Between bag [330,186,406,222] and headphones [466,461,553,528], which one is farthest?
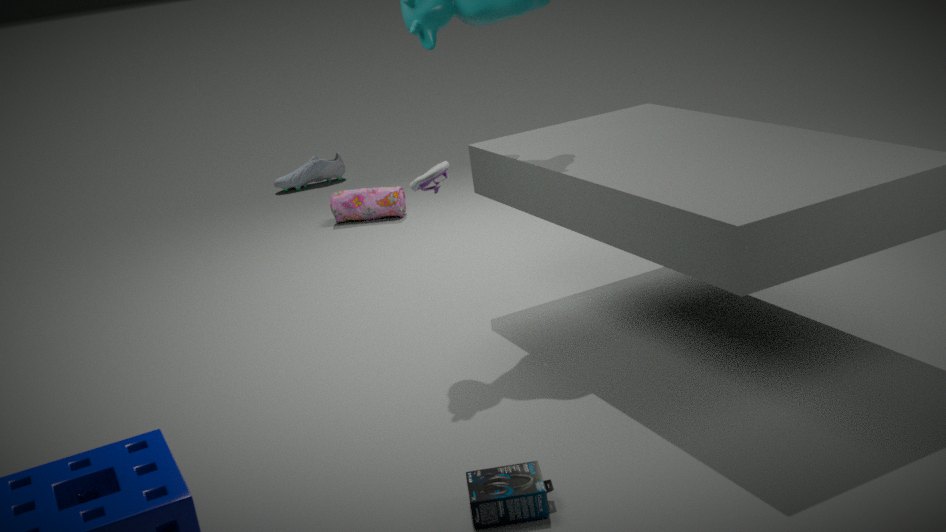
bag [330,186,406,222]
